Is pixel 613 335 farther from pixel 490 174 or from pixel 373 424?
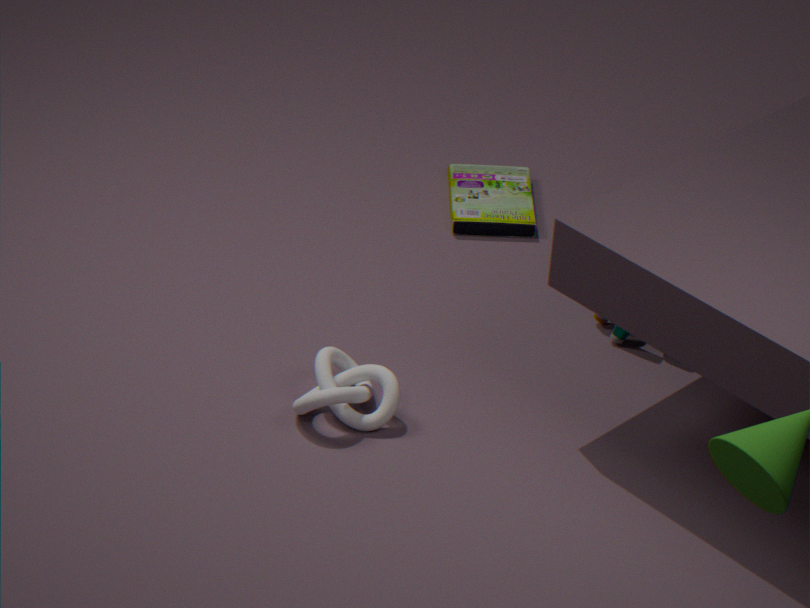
pixel 373 424
